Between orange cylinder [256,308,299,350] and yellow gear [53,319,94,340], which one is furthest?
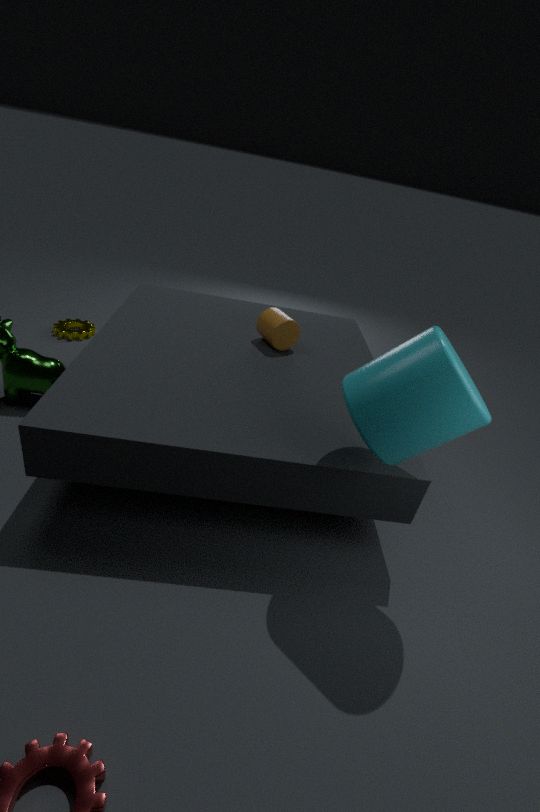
yellow gear [53,319,94,340]
